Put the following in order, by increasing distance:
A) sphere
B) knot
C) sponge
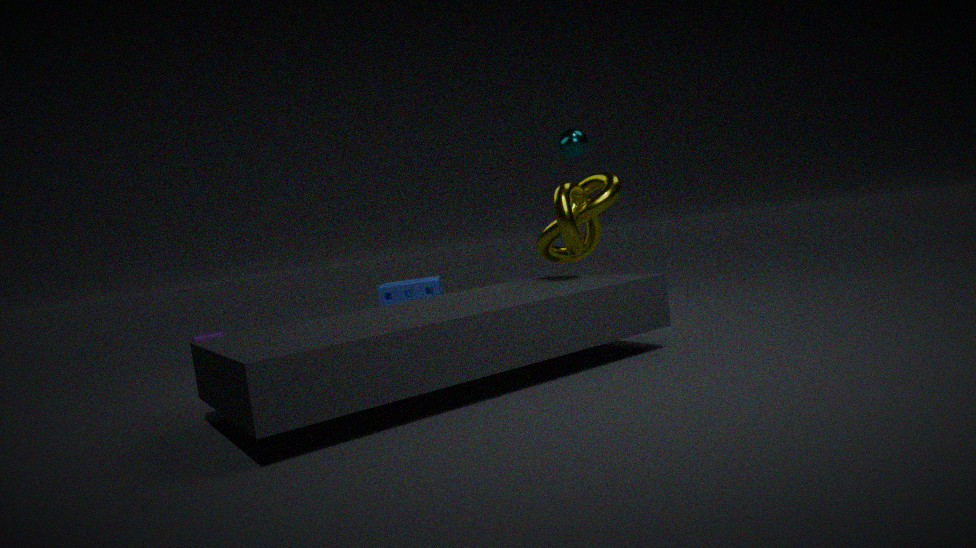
1. knot
2. sponge
3. sphere
